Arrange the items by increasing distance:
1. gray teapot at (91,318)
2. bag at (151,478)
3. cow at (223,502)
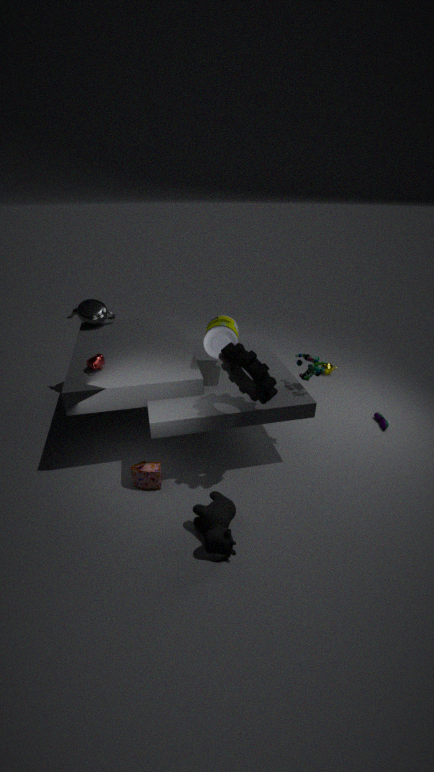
cow at (223,502) → bag at (151,478) → gray teapot at (91,318)
